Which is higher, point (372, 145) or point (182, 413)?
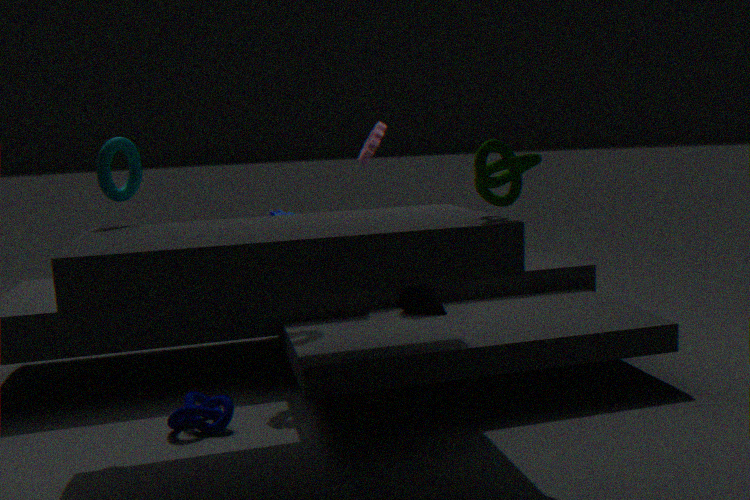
point (372, 145)
